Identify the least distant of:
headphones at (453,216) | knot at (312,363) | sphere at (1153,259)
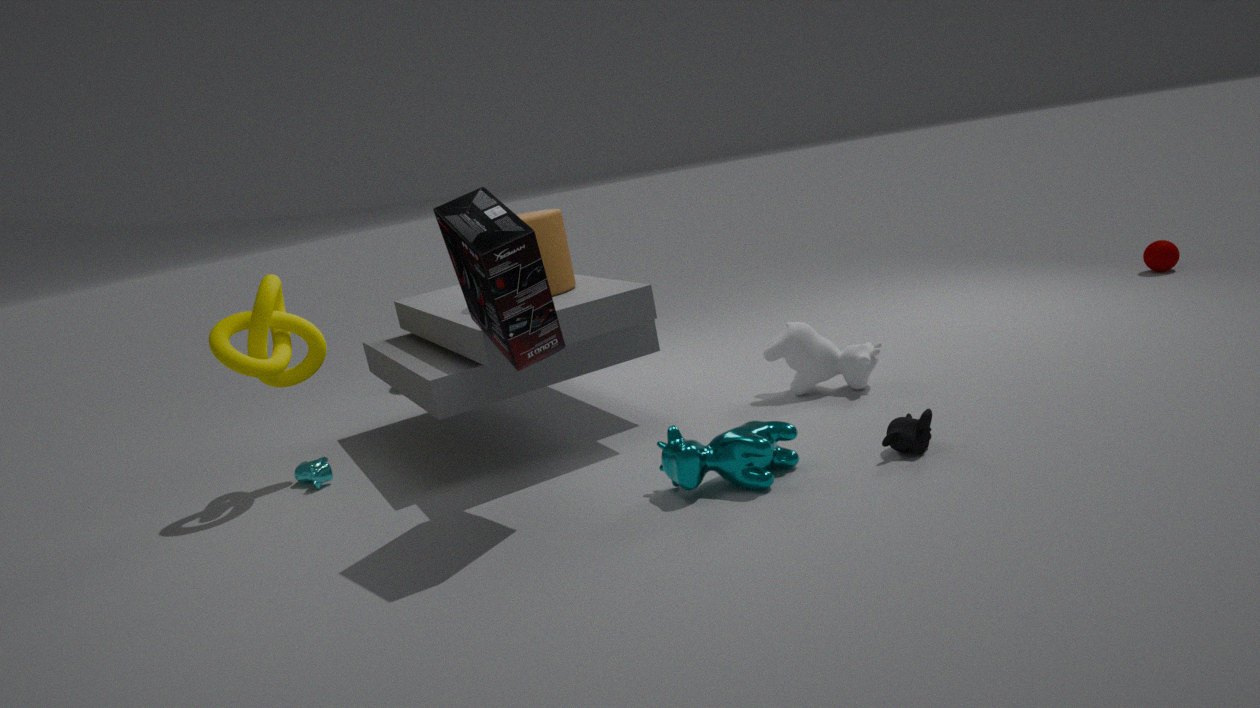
headphones at (453,216)
